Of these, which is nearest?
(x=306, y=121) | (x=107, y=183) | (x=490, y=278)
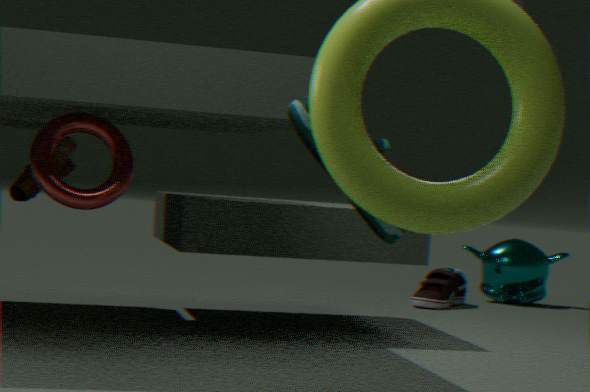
(x=306, y=121)
